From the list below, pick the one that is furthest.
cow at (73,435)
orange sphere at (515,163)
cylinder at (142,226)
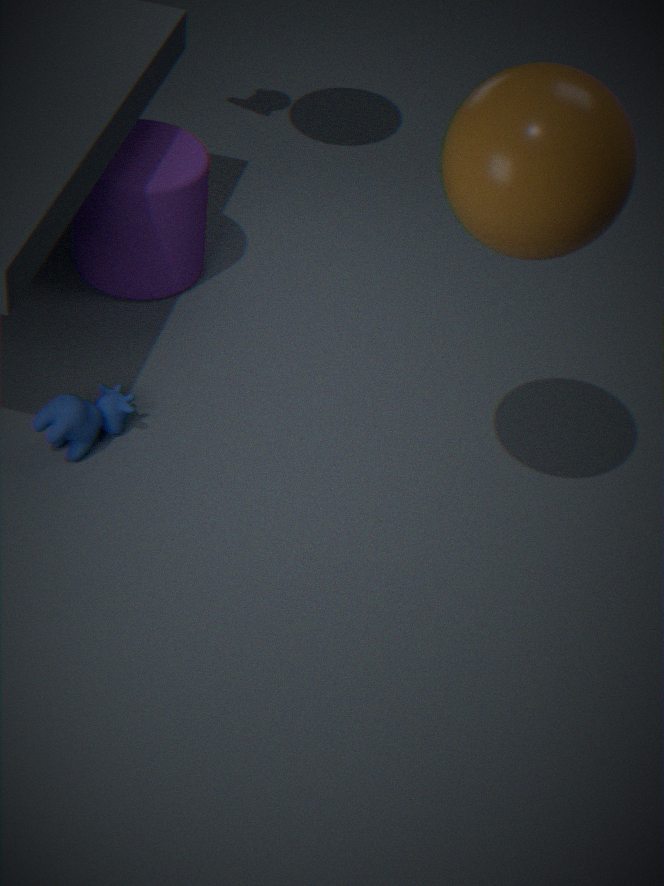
cylinder at (142,226)
